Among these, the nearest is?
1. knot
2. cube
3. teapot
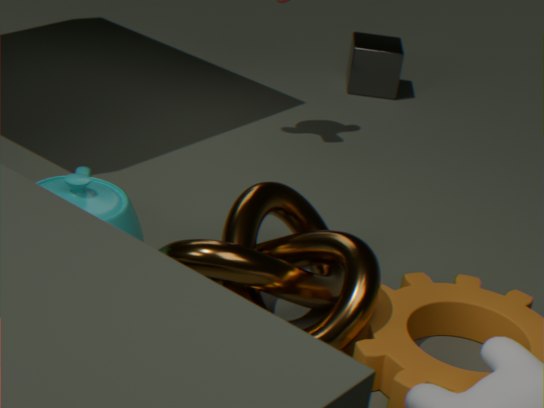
knot
